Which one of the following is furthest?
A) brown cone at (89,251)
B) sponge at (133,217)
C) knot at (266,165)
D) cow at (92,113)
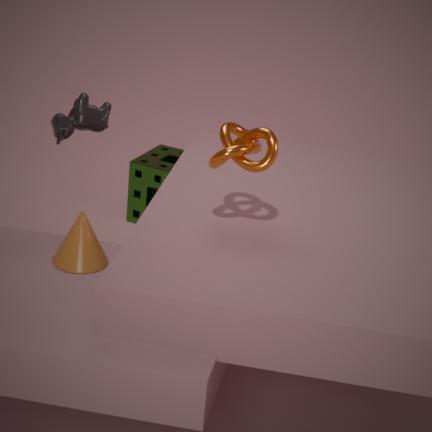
B. sponge at (133,217)
